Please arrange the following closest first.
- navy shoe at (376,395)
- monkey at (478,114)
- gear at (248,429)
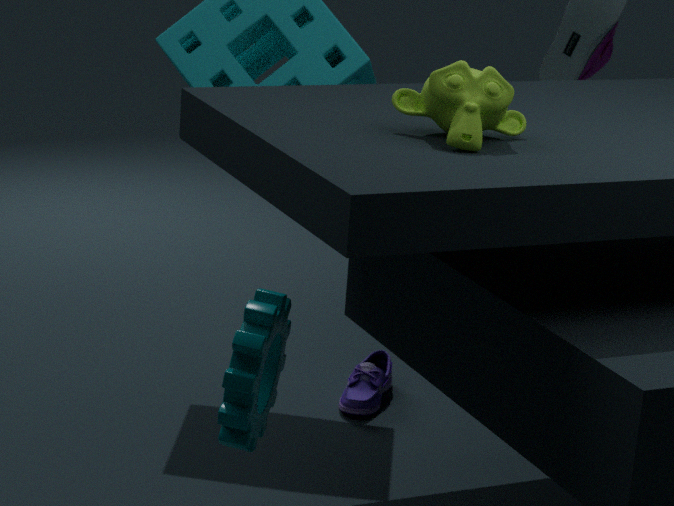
gear at (248,429) → monkey at (478,114) → navy shoe at (376,395)
